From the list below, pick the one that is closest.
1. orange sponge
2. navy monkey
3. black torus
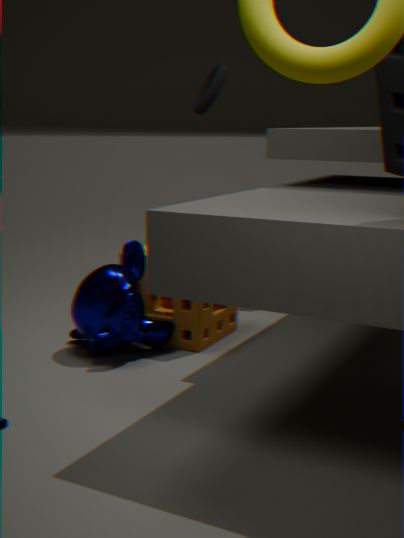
navy monkey
